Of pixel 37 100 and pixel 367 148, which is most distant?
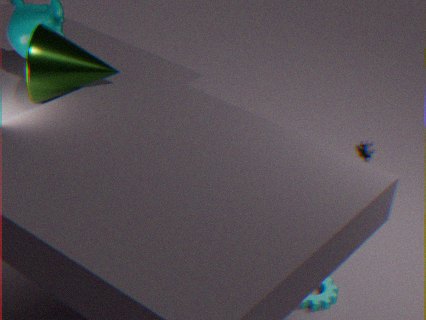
pixel 367 148
